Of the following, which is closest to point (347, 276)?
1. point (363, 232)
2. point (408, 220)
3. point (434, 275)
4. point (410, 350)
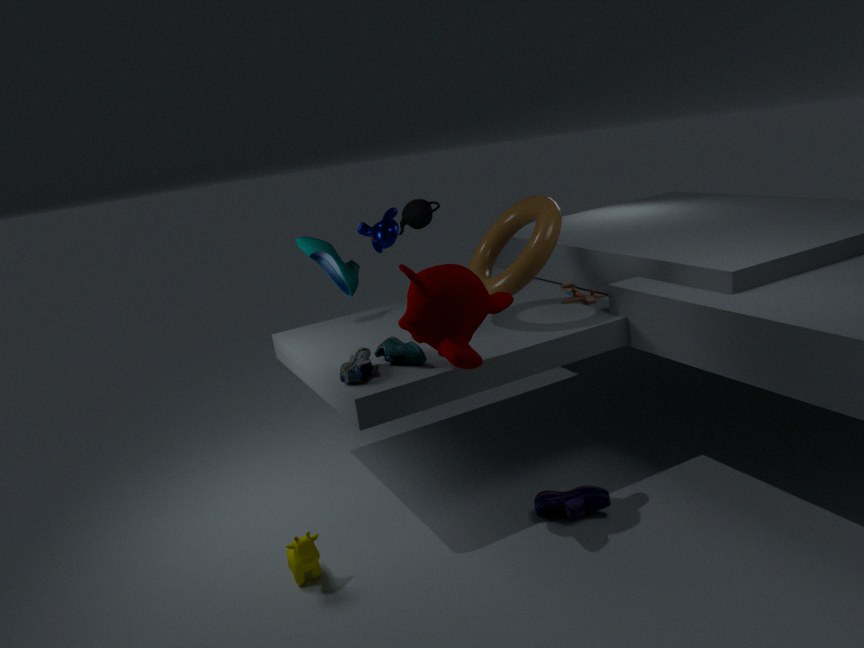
point (363, 232)
